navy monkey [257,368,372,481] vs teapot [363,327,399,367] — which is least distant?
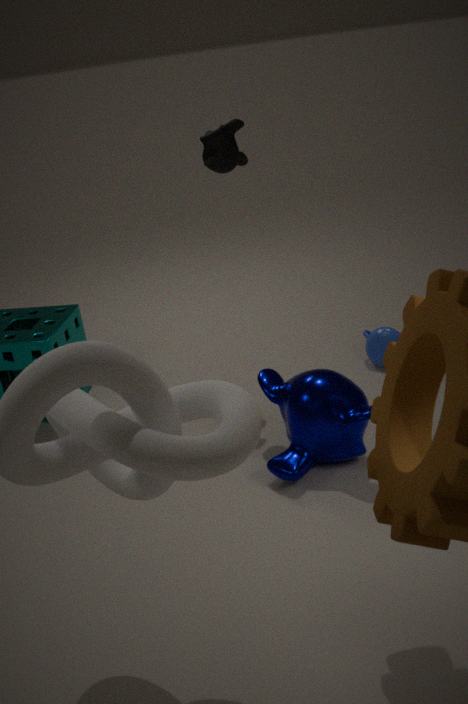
navy monkey [257,368,372,481]
